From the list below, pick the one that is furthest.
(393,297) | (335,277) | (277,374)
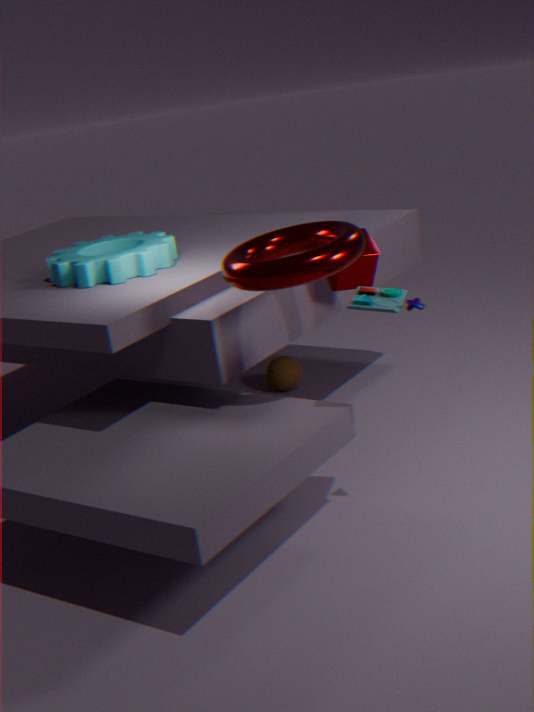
(277,374)
